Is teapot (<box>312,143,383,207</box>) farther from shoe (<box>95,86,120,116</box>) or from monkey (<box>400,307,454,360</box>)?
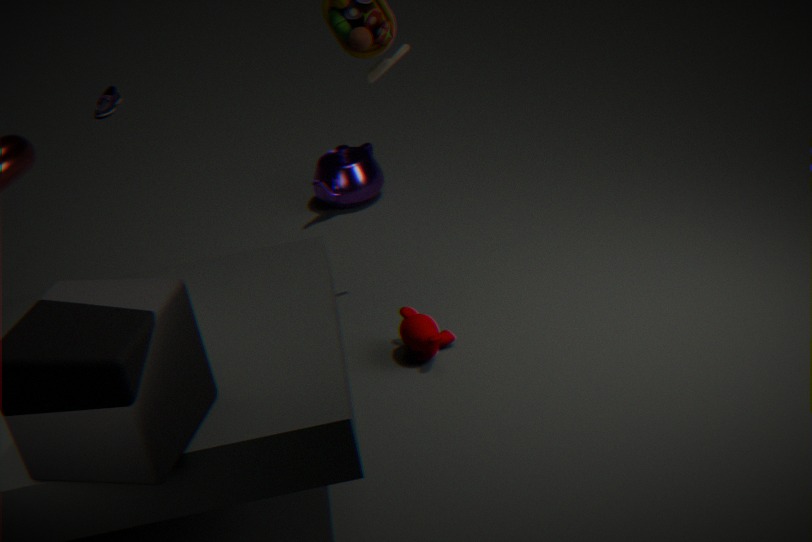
shoe (<box>95,86,120,116</box>)
